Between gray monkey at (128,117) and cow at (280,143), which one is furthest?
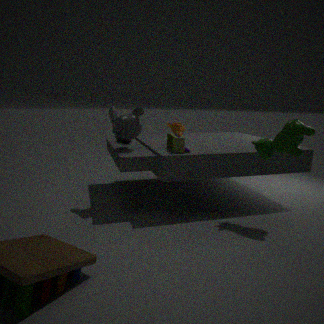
gray monkey at (128,117)
